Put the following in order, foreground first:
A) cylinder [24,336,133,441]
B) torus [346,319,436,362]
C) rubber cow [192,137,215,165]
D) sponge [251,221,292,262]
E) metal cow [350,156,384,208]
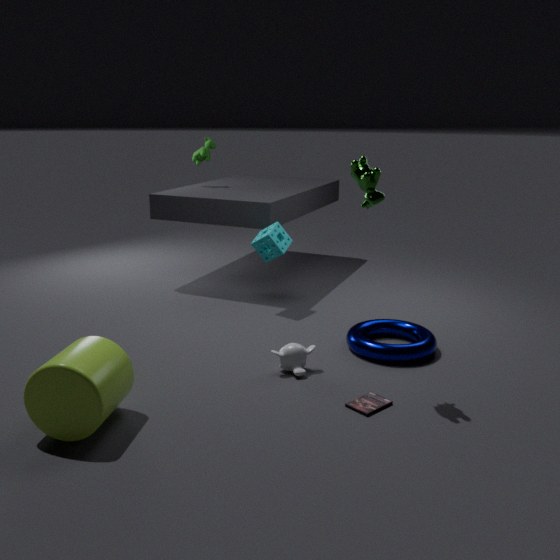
cylinder [24,336,133,441] → metal cow [350,156,384,208] → torus [346,319,436,362] → sponge [251,221,292,262] → rubber cow [192,137,215,165]
